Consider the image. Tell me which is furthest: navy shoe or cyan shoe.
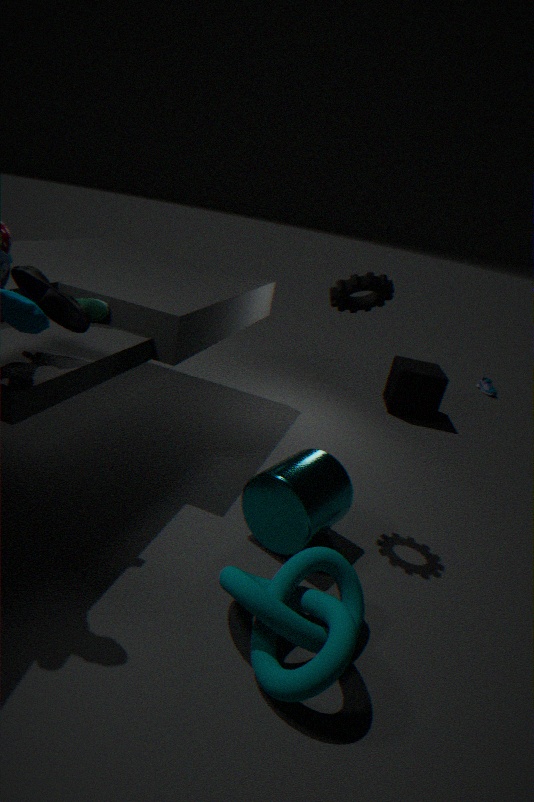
cyan shoe
